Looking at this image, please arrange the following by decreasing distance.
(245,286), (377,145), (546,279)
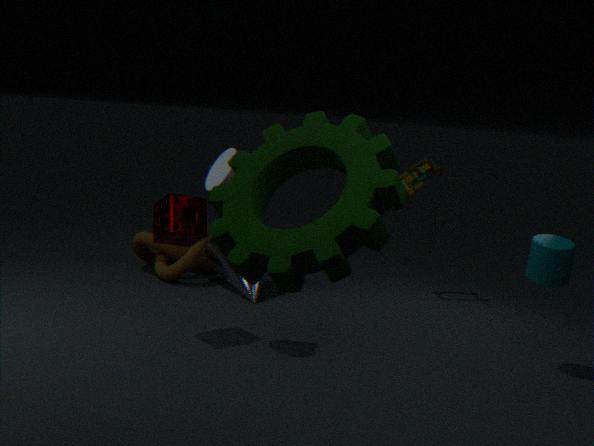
(245,286), (546,279), (377,145)
